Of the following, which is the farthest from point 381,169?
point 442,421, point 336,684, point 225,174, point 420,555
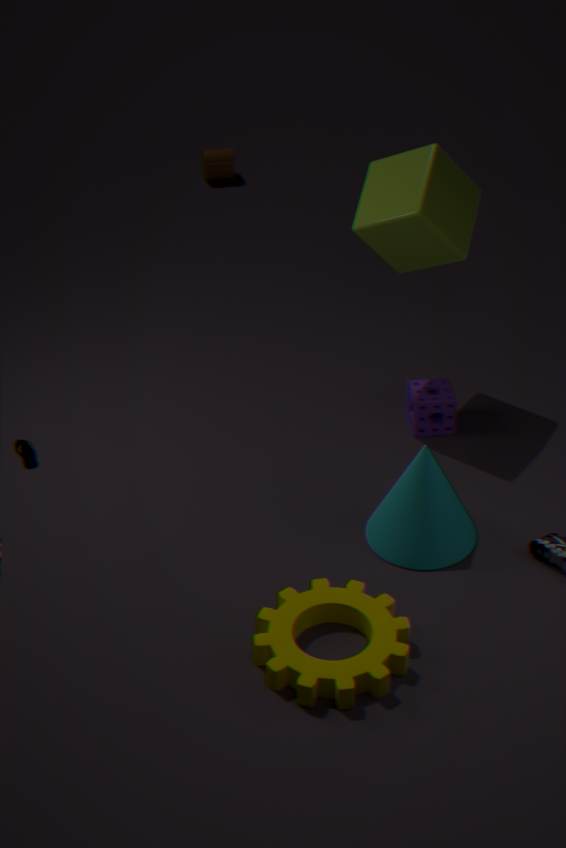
point 225,174
